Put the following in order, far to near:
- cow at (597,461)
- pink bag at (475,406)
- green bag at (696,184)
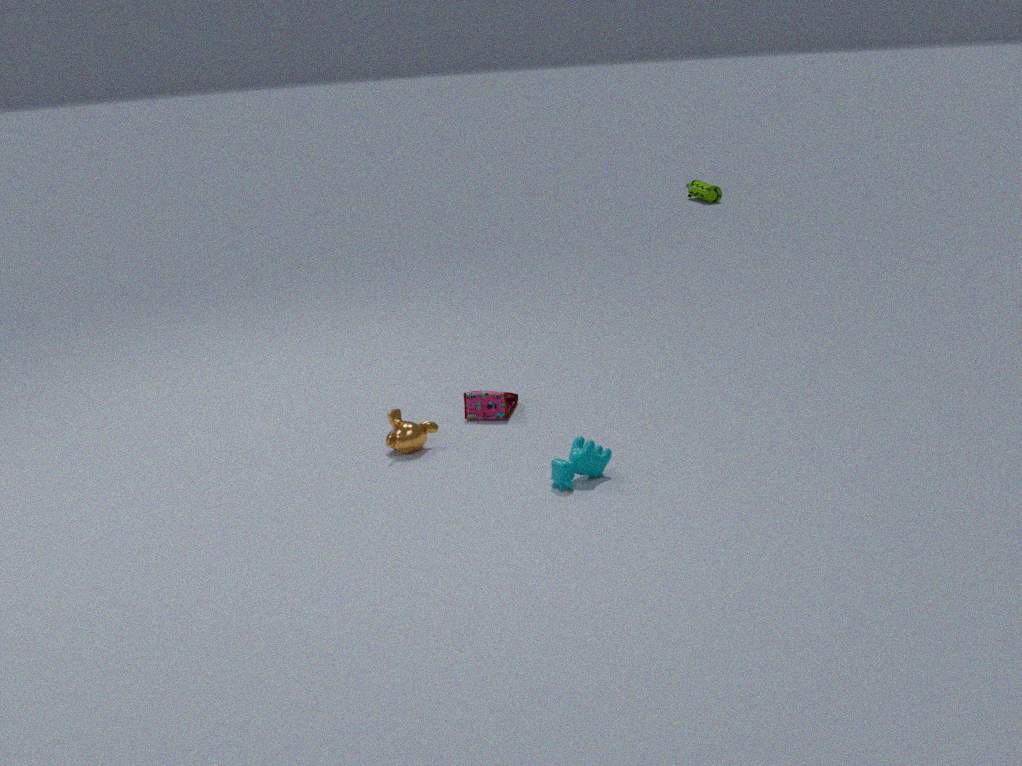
green bag at (696,184)
pink bag at (475,406)
cow at (597,461)
